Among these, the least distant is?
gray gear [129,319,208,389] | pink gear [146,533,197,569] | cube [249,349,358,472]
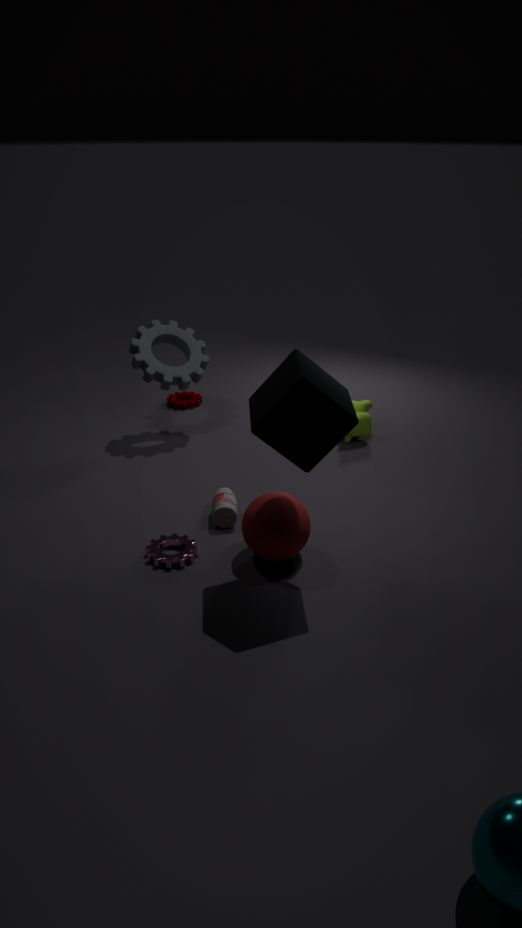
cube [249,349,358,472]
